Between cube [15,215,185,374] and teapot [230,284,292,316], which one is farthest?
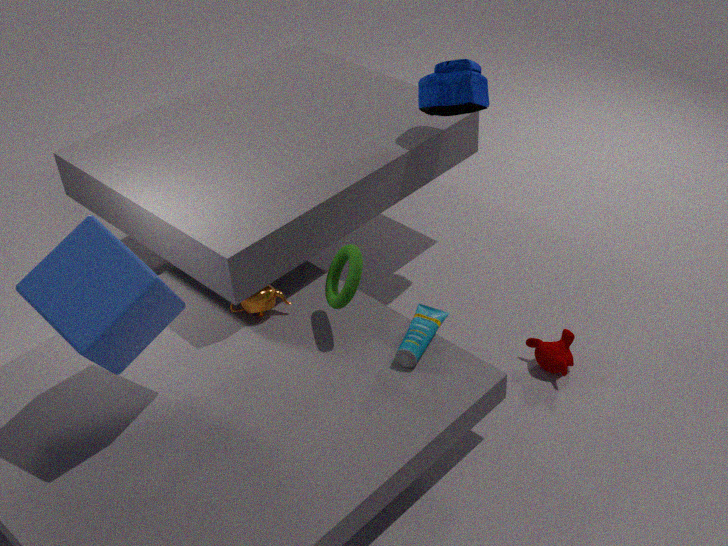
teapot [230,284,292,316]
